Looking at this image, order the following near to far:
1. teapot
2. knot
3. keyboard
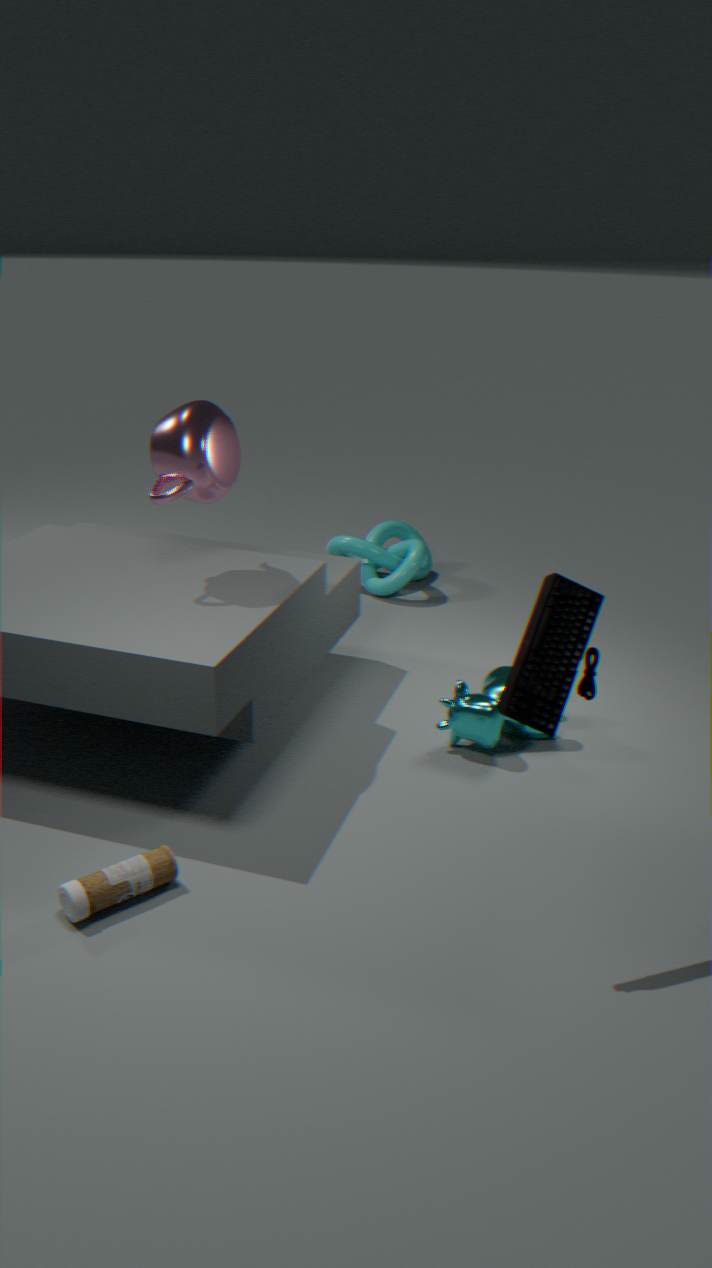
1. keyboard
2. teapot
3. knot
